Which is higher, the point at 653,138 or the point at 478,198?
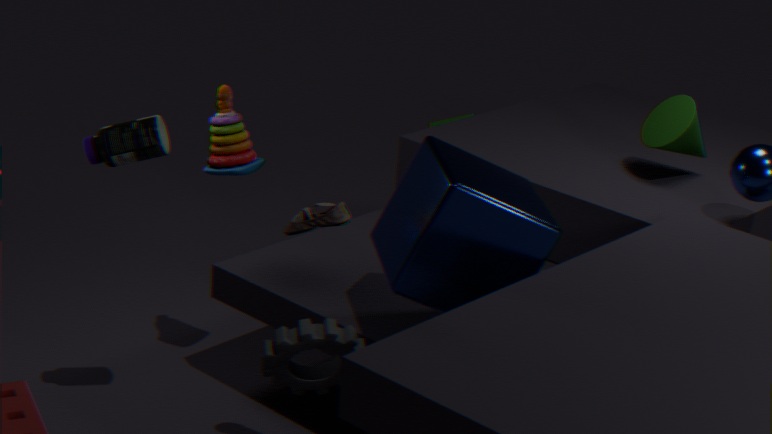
the point at 653,138
